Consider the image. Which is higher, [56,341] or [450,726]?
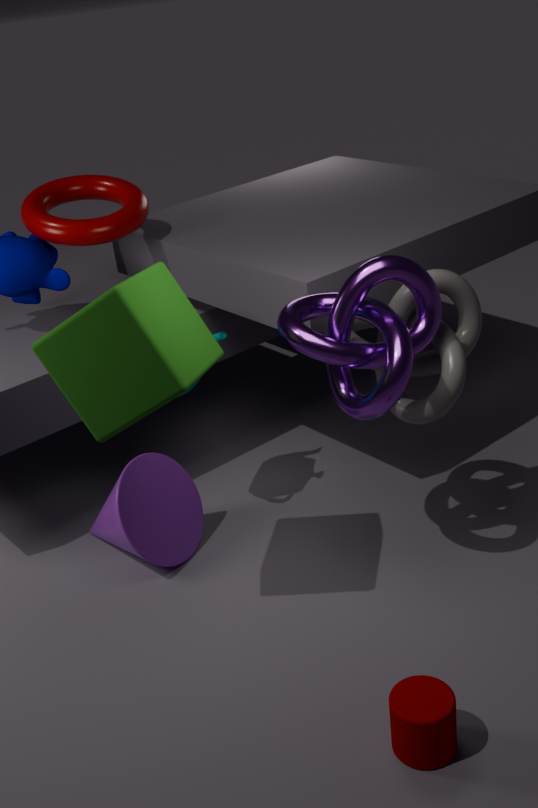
[56,341]
